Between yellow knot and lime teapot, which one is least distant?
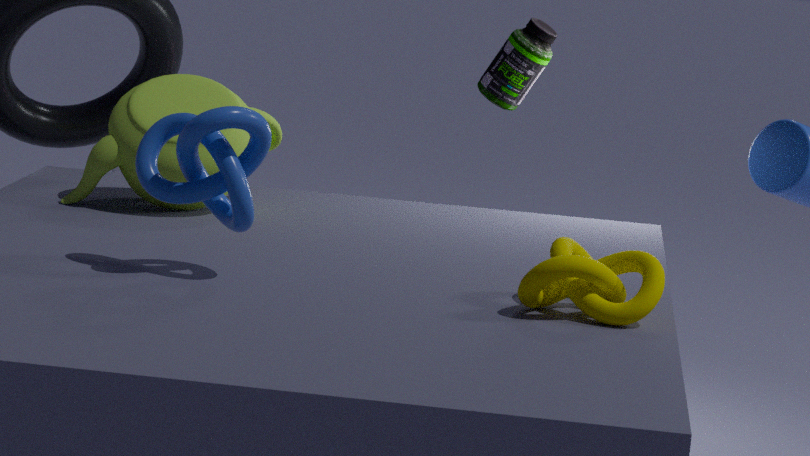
yellow knot
